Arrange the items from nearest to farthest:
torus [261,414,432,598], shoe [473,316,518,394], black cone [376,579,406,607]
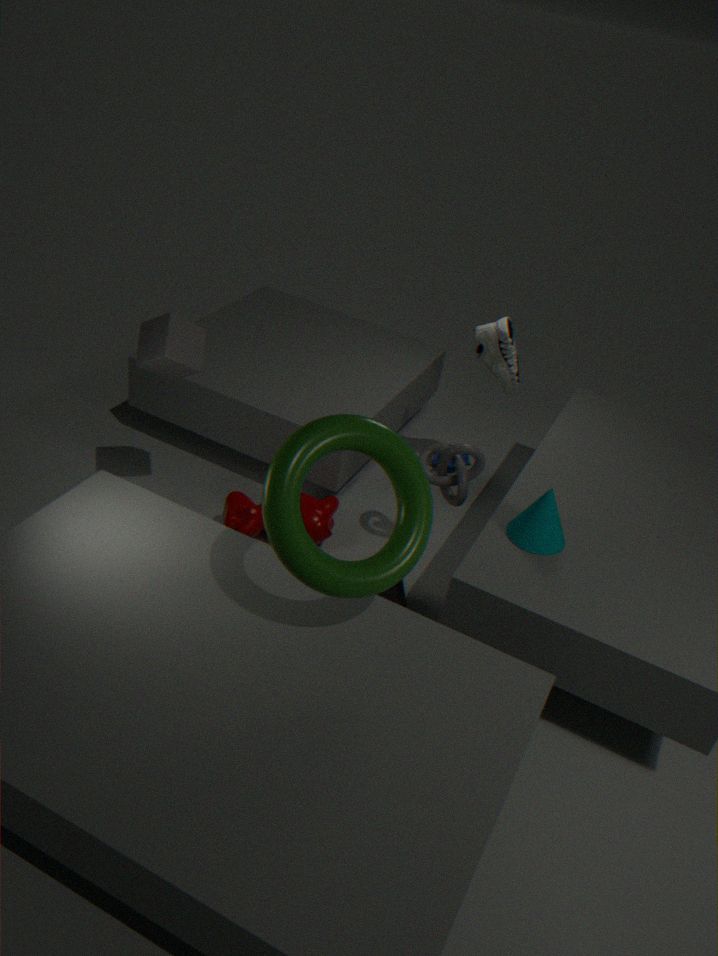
torus [261,414,432,598] < black cone [376,579,406,607] < shoe [473,316,518,394]
